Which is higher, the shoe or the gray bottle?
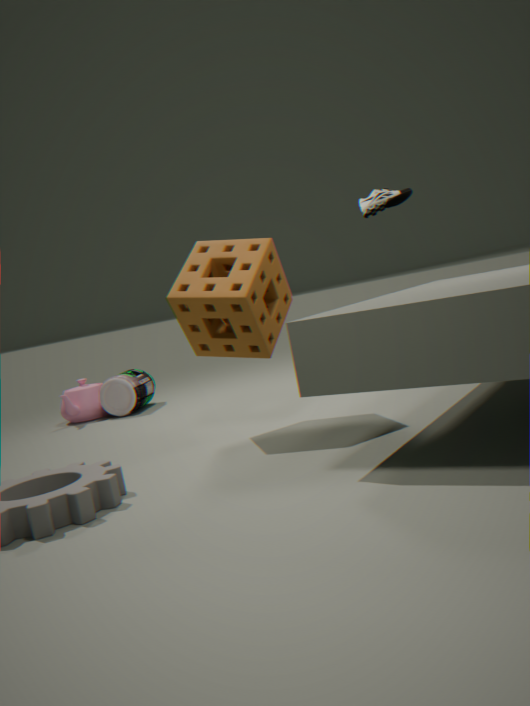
the shoe
